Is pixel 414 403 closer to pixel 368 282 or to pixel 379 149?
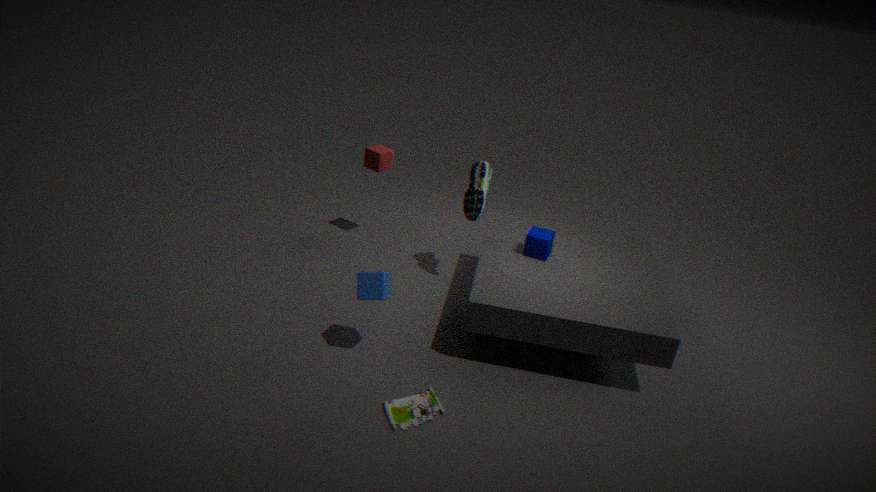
pixel 368 282
